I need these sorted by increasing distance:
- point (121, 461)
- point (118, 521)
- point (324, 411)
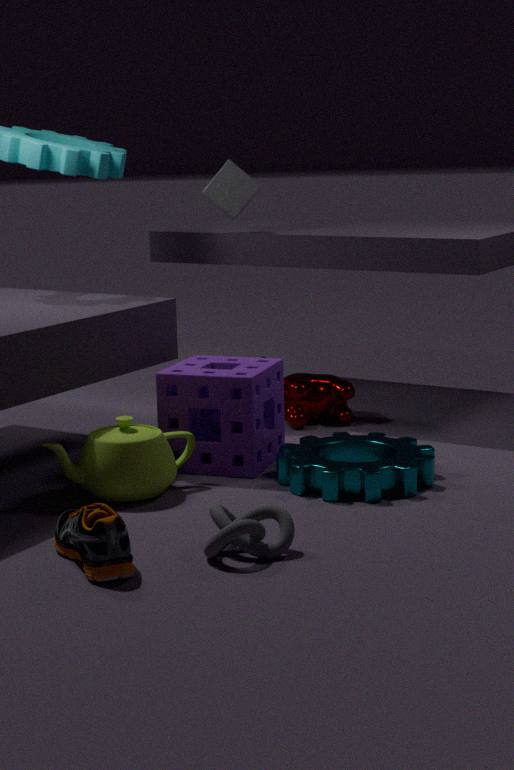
point (118, 521), point (121, 461), point (324, 411)
